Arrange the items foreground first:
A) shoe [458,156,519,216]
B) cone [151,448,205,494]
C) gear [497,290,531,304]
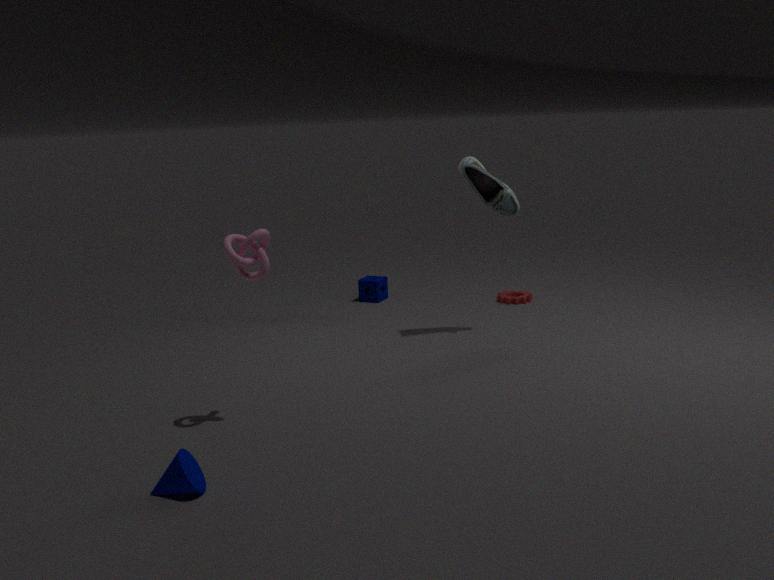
1. cone [151,448,205,494]
2. shoe [458,156,519,216]
3. gear [497,290,531,304]
